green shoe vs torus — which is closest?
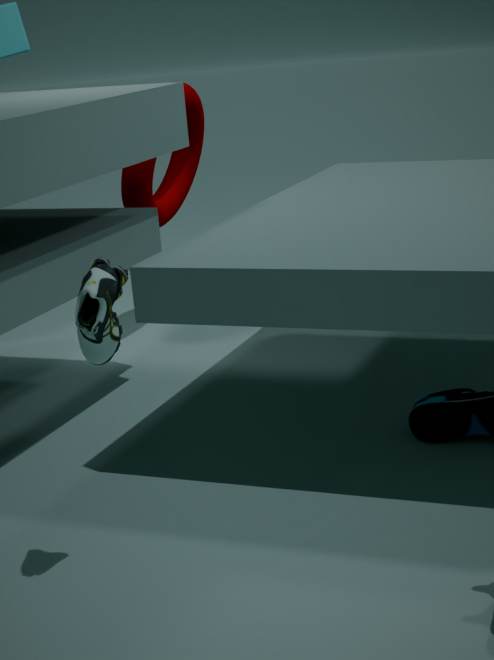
green shoe
